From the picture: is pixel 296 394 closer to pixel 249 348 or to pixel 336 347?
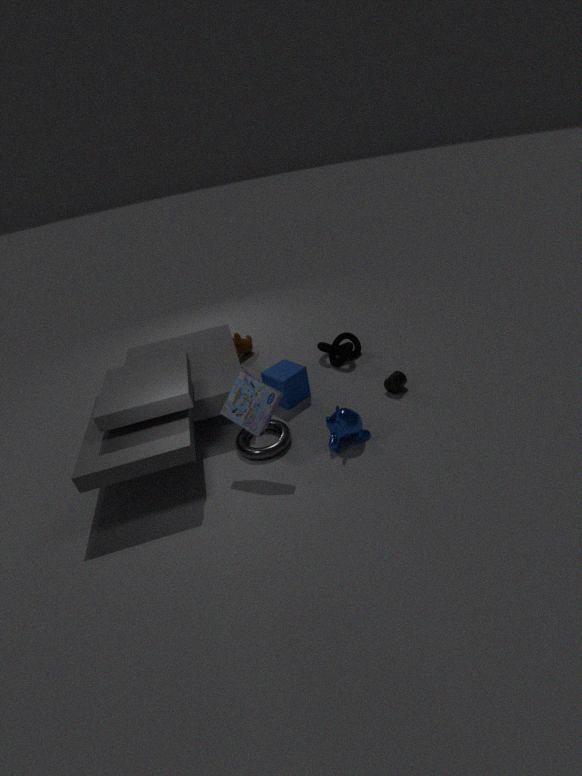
pixel 336 347
